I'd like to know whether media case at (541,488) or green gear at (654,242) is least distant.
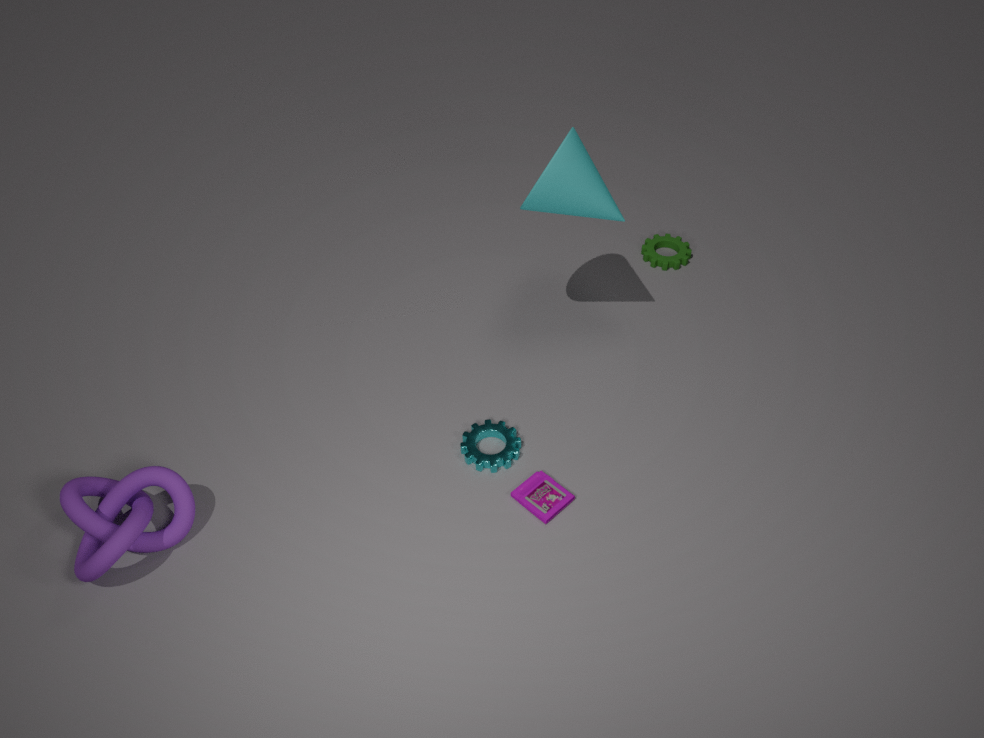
media case at (541,488)
